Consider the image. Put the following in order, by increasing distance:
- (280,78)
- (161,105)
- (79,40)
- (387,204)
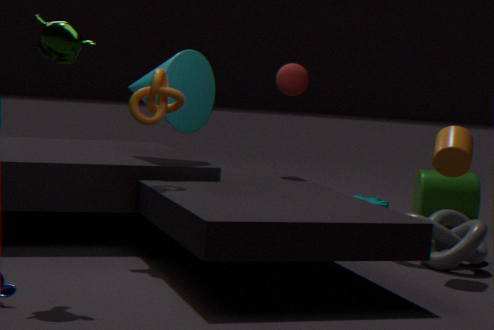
(79,40)
(161,105)
(280,78)
(387,204)
